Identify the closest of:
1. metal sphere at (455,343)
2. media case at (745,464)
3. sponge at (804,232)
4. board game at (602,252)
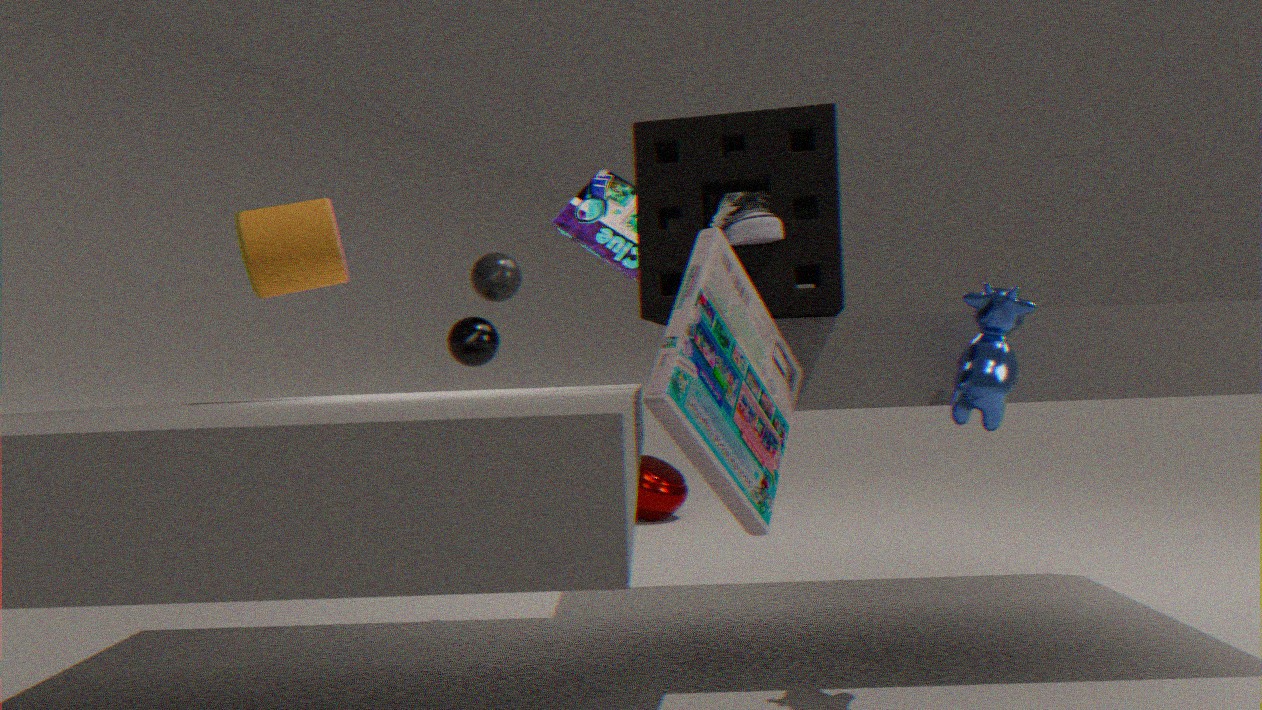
media case at (745,464)
